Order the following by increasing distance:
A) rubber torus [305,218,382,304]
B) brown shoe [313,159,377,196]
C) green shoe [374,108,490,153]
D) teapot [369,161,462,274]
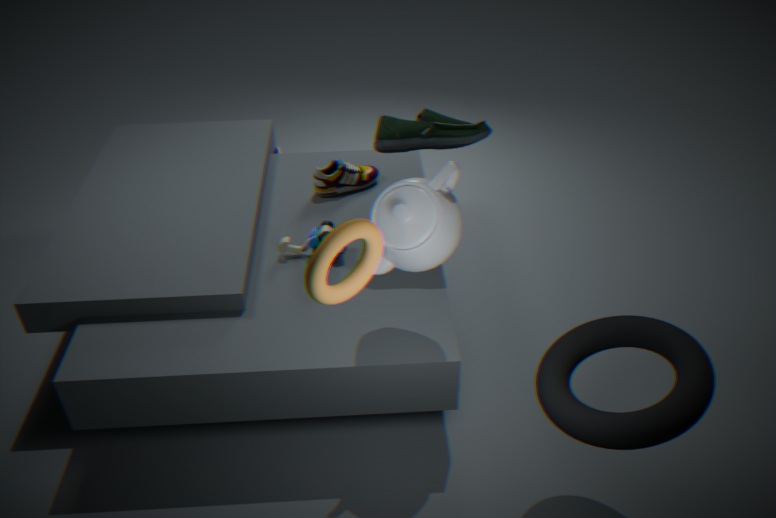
1. rubber torus [305,218,382,304]
2. teapot [369,161,462,274]
3. green shoe [374,108,490,153]
4. brown shoe [313,159,377,196]
